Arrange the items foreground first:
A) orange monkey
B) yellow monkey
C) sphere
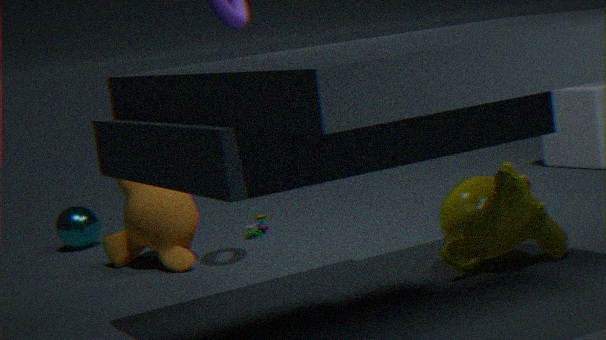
1. yellow monkey
2. orange monkey
3. sphere
